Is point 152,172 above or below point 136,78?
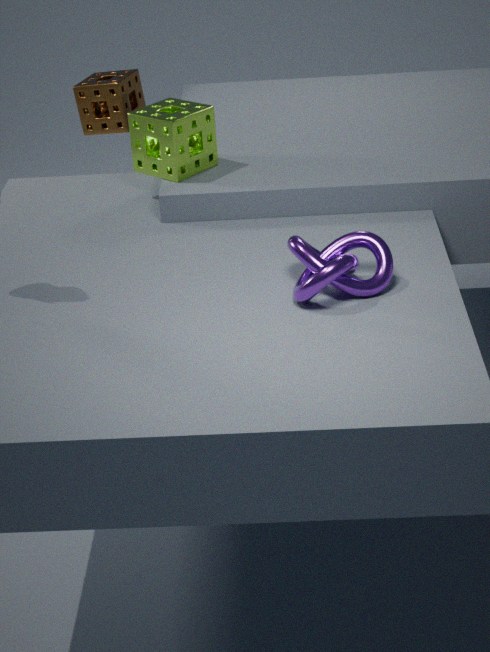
above
